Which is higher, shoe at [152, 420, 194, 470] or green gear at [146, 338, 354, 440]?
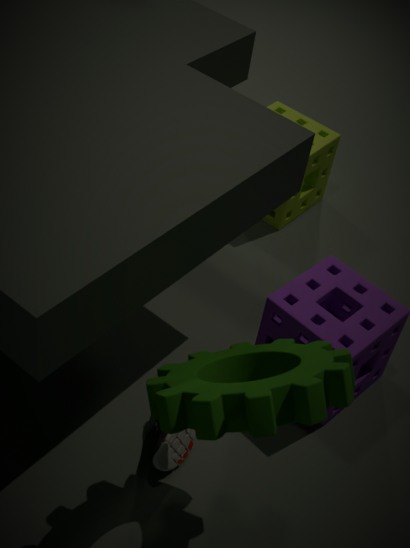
green gear at [146, 338, 354, 440]
